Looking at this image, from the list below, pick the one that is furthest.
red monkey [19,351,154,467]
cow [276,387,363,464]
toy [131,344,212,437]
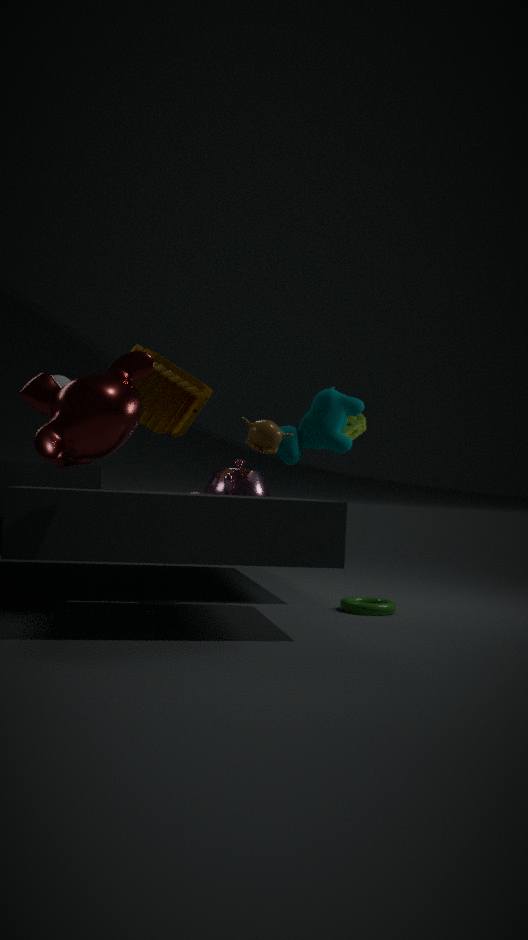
cow [276,387,363,464]
